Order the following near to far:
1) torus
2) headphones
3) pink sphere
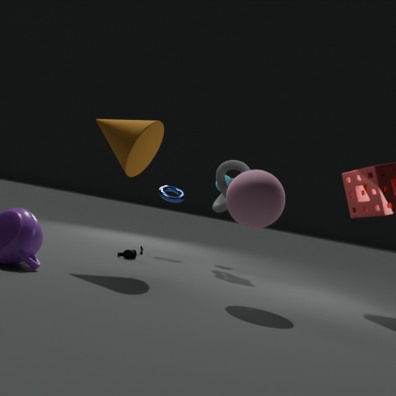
3. pink sphere, 2. headphones, 1. torus
